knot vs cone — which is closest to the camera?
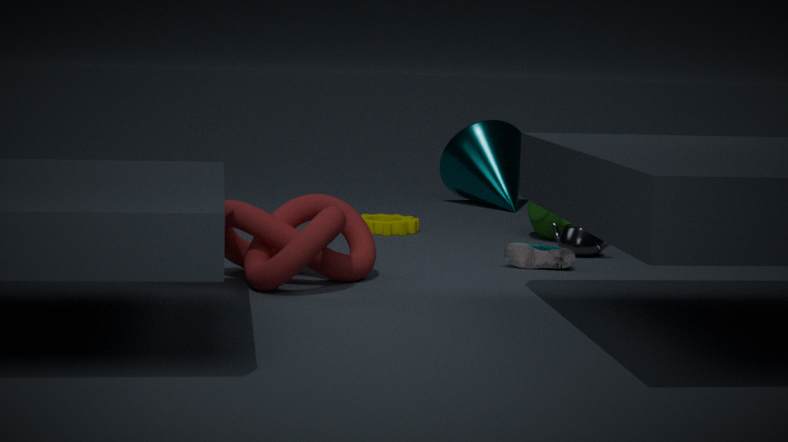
knot
